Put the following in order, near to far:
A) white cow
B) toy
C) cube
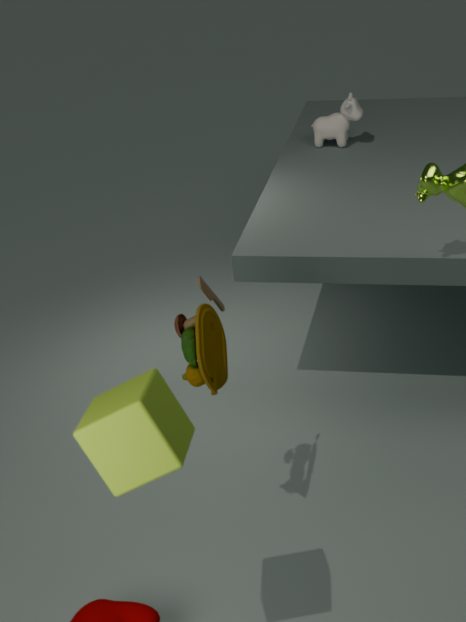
cube < toy < white cow
